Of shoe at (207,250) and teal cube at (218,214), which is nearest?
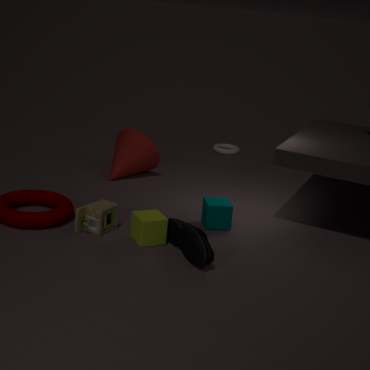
shoe at (207,250)
